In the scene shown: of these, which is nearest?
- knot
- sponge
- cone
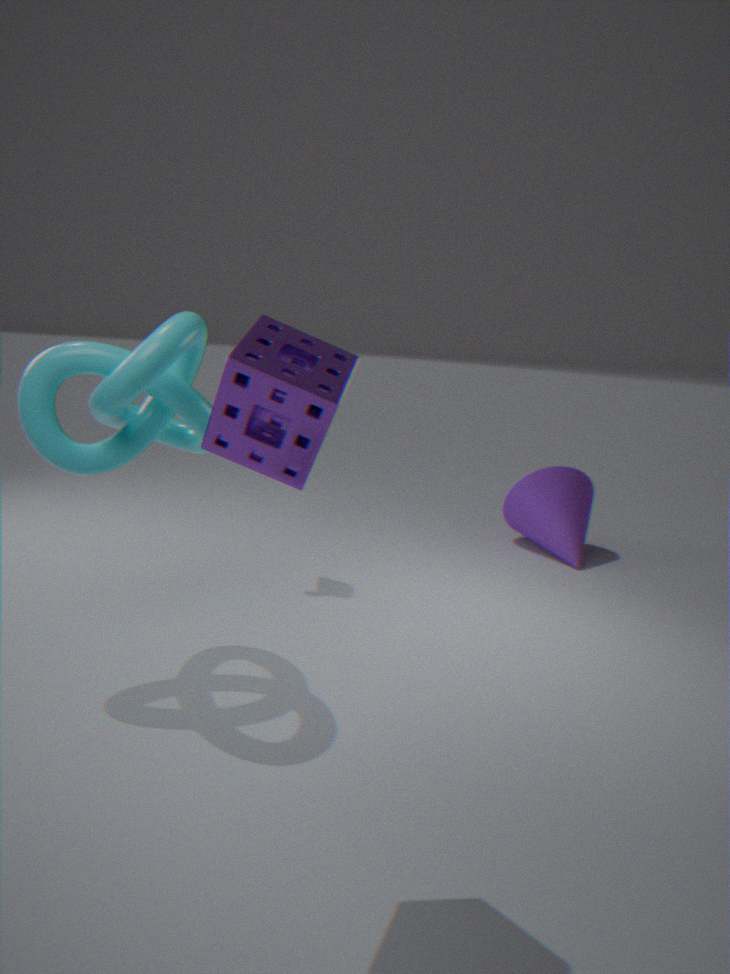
sponge
